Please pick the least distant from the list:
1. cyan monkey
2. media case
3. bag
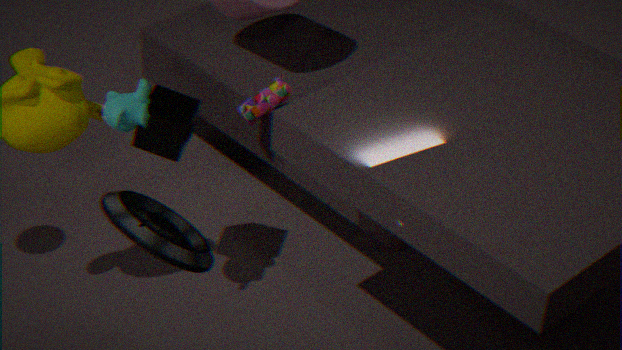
media case
